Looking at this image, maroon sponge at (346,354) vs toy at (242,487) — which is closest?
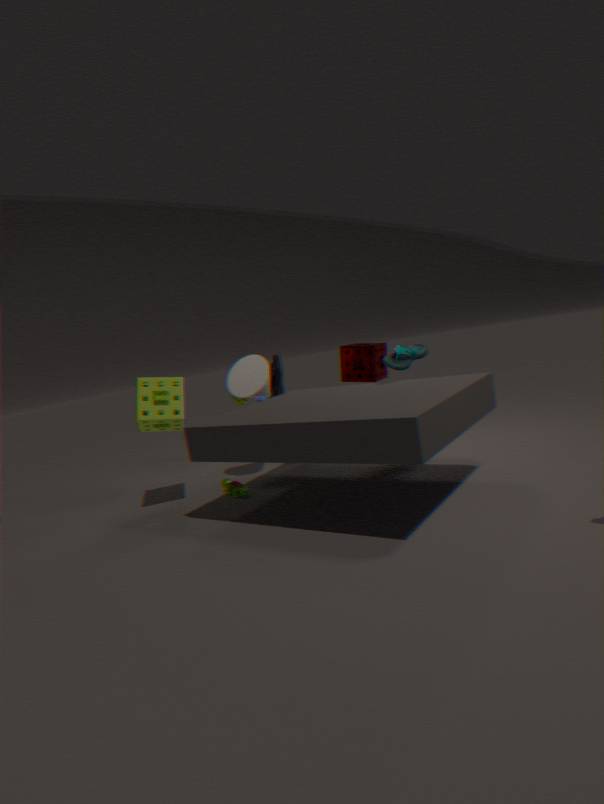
toy at (242,487)
